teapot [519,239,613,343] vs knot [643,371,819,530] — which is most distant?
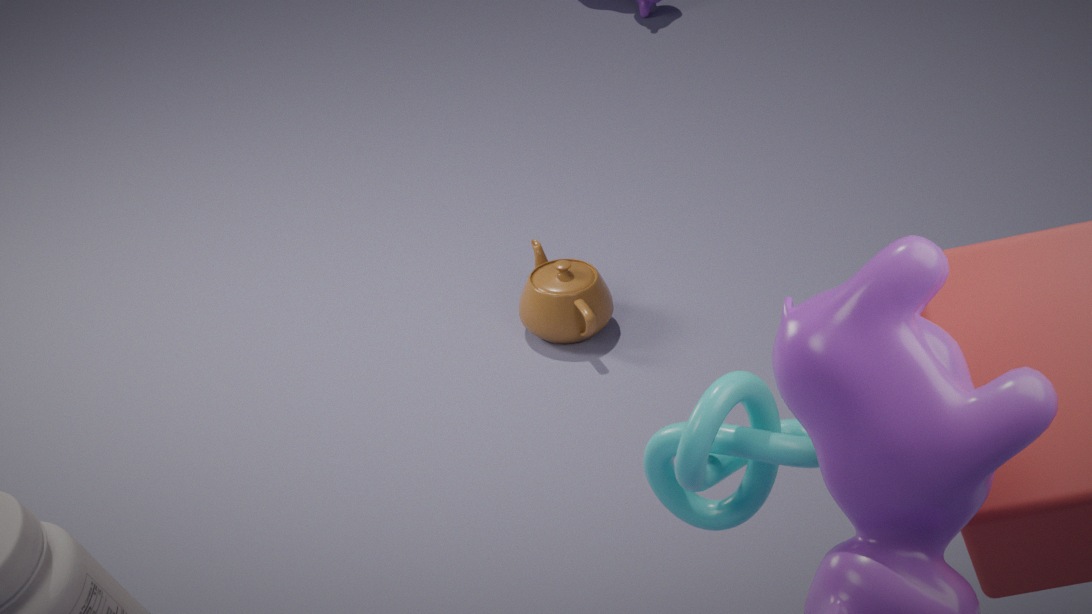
teapot [519,239,613,343]
